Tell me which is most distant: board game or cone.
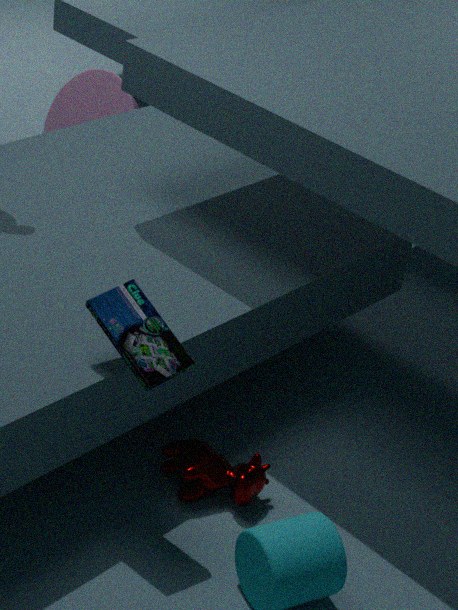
cone
